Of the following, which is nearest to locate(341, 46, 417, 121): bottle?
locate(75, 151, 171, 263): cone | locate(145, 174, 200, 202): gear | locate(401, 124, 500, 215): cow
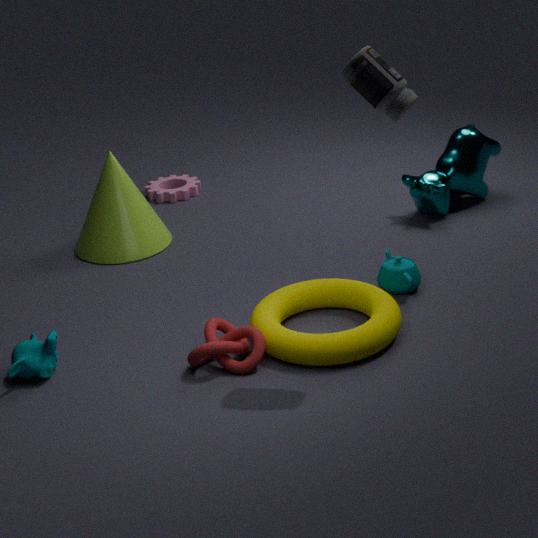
locate(401, 124, 500, 215): cow
